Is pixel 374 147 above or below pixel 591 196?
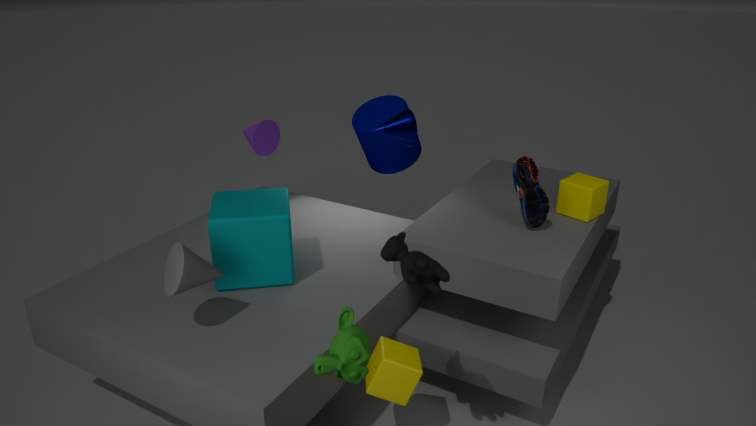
above
